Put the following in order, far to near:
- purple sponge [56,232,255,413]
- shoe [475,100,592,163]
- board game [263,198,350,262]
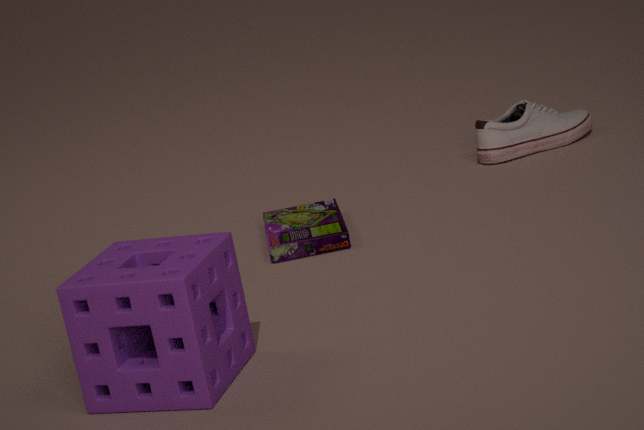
1. shoe [475,100,592,163]
2. board game [263,198,350,262]
3. purple sponge [56,232,255,413]
